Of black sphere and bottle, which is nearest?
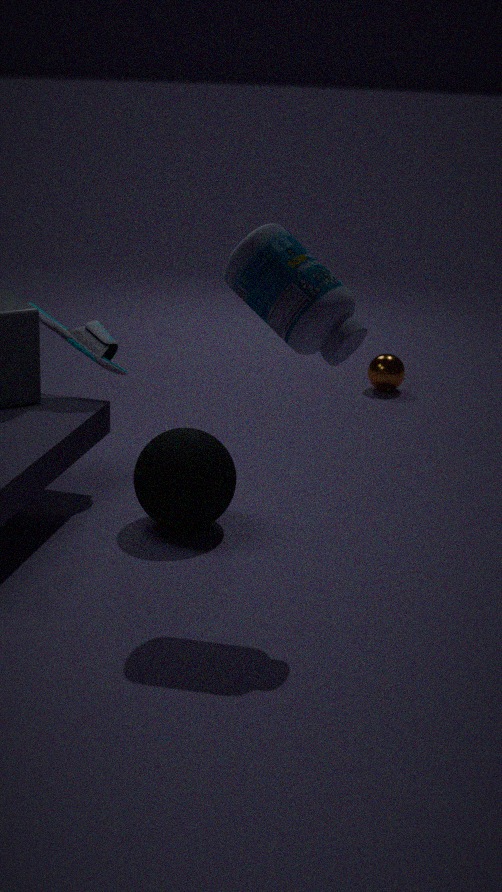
bottle
